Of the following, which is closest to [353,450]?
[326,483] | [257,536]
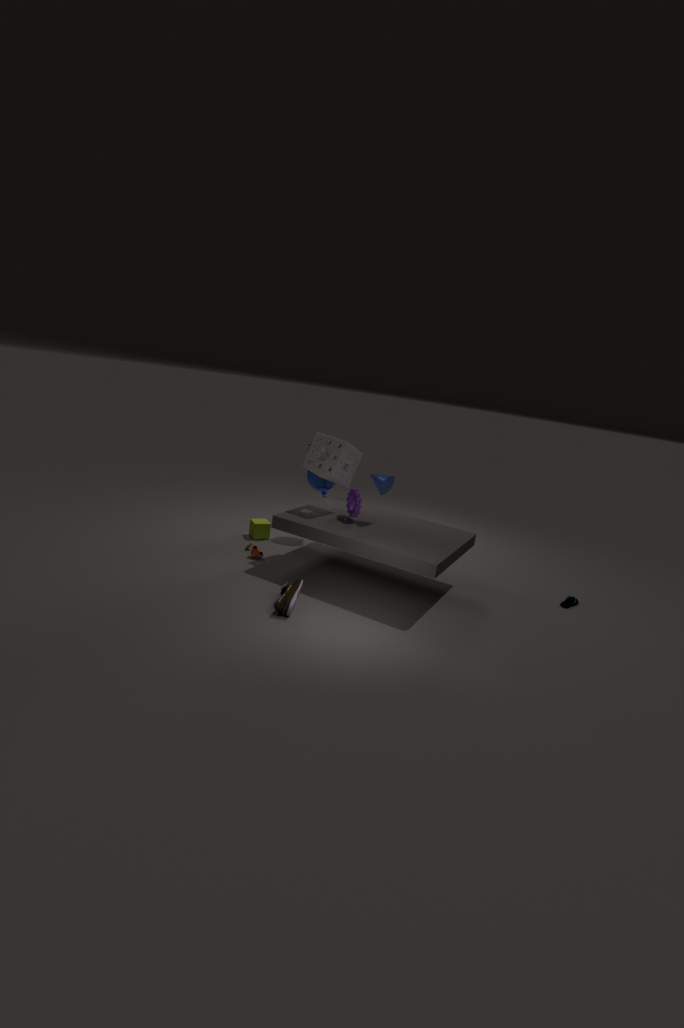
[326,483]
